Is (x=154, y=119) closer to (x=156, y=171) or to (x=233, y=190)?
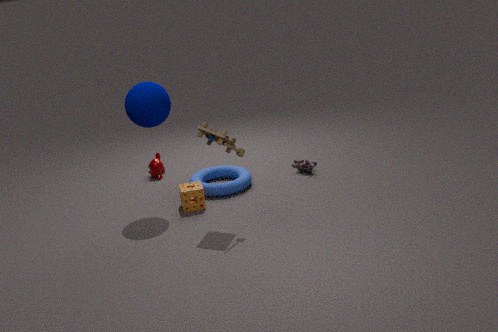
(x=233, y=190)
